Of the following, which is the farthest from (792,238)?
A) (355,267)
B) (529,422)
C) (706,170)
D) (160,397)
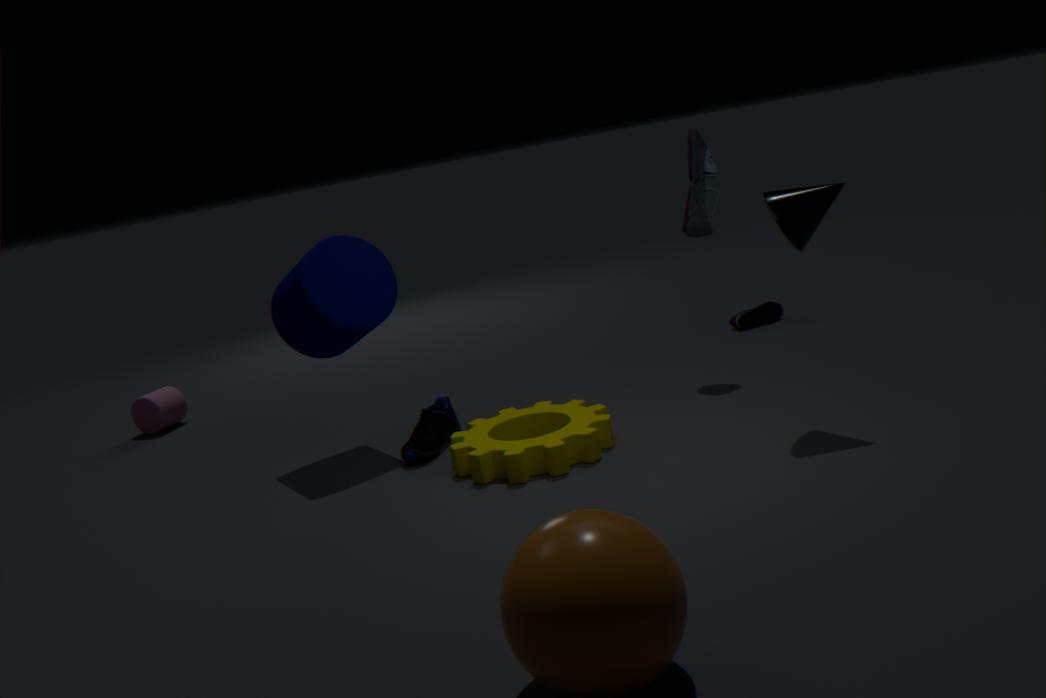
(160,397)
